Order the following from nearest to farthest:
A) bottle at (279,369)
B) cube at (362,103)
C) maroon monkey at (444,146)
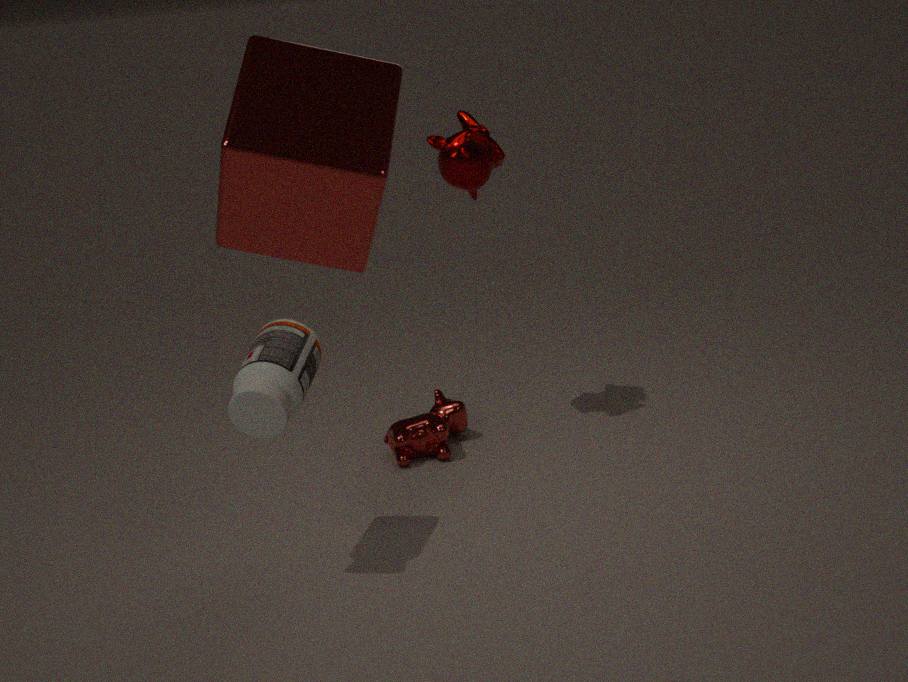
cube at (362,103) → bottle at (279,369) → maroon monkey at (444,146)
